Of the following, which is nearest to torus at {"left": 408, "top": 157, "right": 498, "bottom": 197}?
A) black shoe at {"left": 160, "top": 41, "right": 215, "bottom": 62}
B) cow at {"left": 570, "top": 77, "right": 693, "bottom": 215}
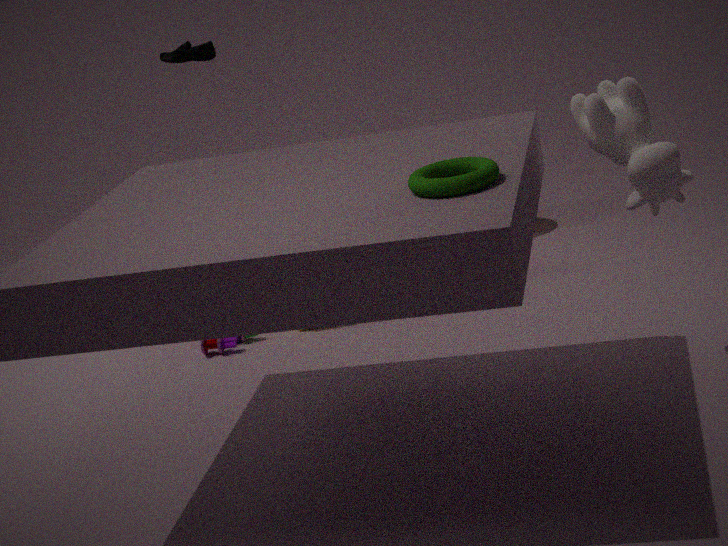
cow at {"left": 570, "top": 77, "right": 693, "bottom": 215}
